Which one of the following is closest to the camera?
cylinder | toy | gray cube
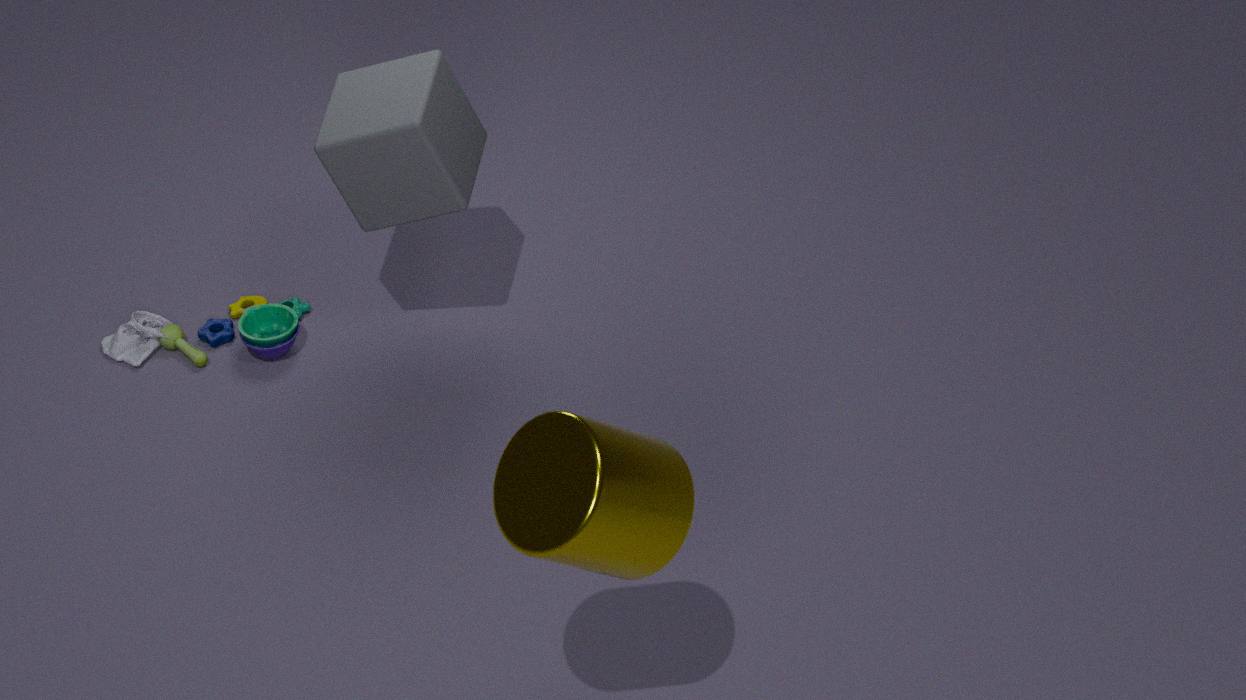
cylinder
